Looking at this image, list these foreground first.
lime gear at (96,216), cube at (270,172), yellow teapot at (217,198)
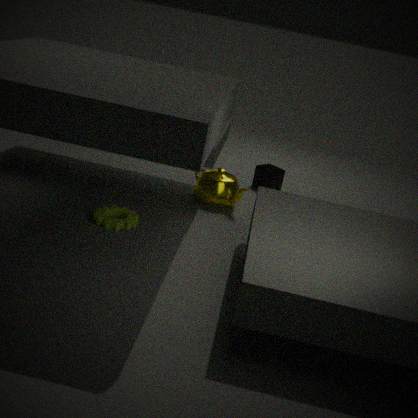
lime gear at (96,216) < yellow teapot at (217,198) < cube at (270,172)
